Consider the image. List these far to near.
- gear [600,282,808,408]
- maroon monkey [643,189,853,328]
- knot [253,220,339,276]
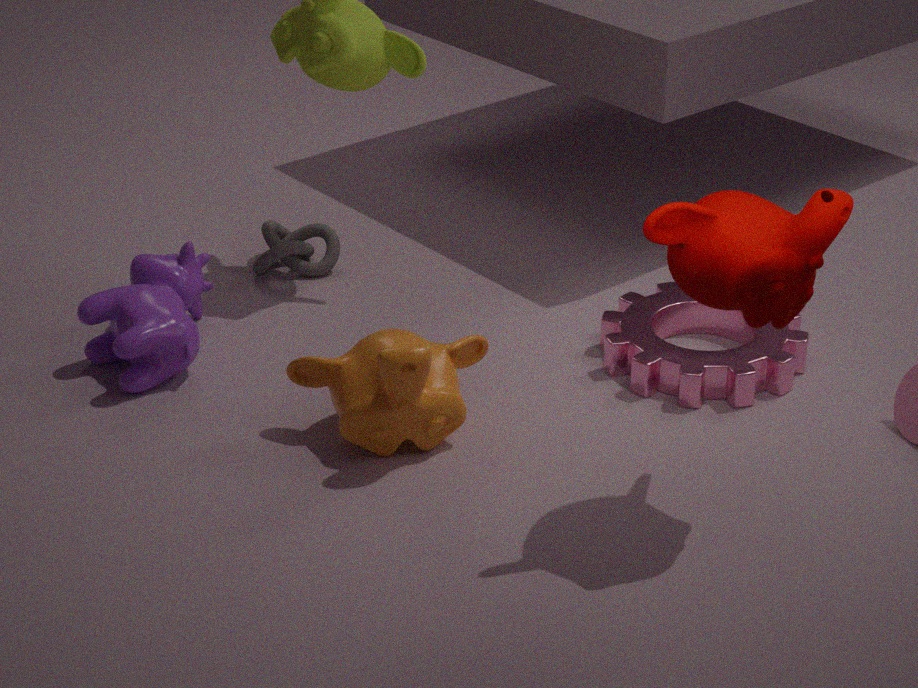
knot [253,220,339,276]
gear [600,282,808,408]
maroon monkey [643,189,853,328]
